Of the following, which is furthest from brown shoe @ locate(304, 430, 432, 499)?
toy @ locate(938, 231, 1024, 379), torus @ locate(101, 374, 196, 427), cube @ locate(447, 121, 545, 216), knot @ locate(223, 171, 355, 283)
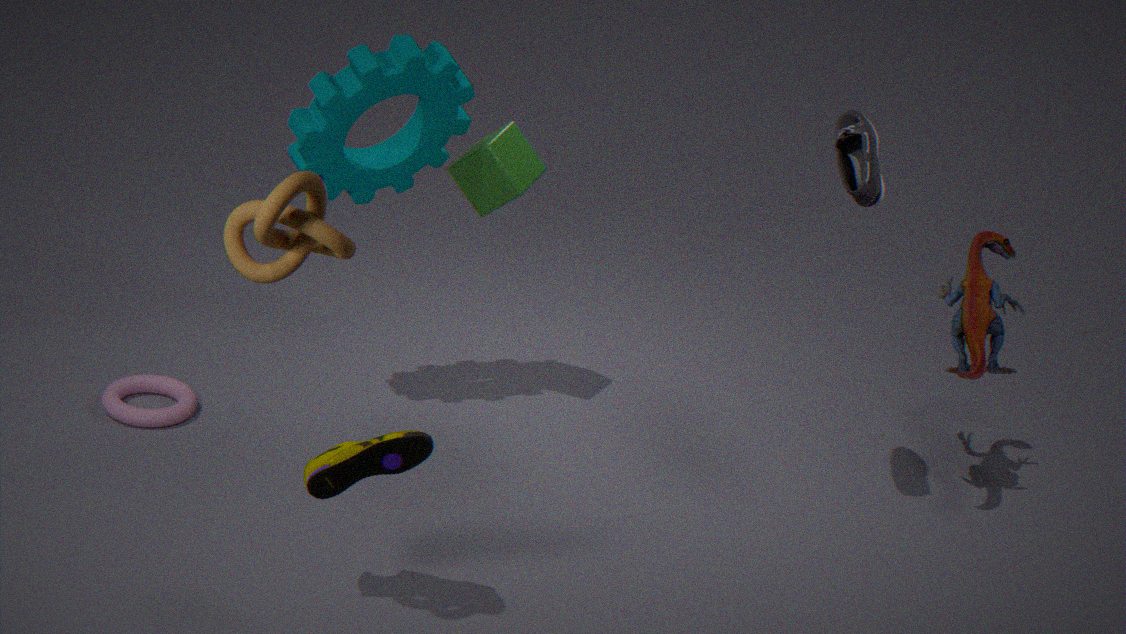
toy @ locate(938, 231, 1024, 379)
